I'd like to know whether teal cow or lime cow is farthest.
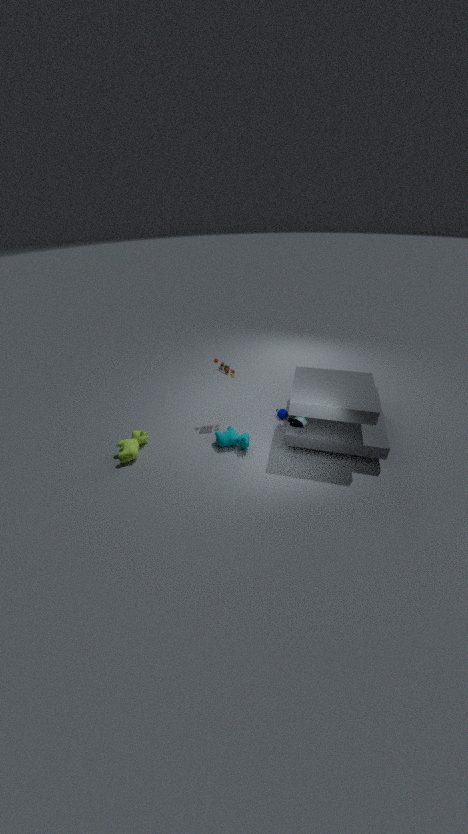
teal cow
